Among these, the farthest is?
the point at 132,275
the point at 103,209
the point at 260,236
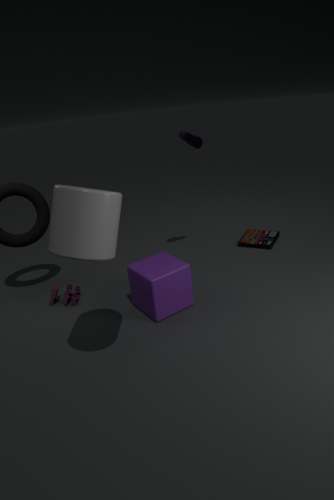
the point at 260,236
